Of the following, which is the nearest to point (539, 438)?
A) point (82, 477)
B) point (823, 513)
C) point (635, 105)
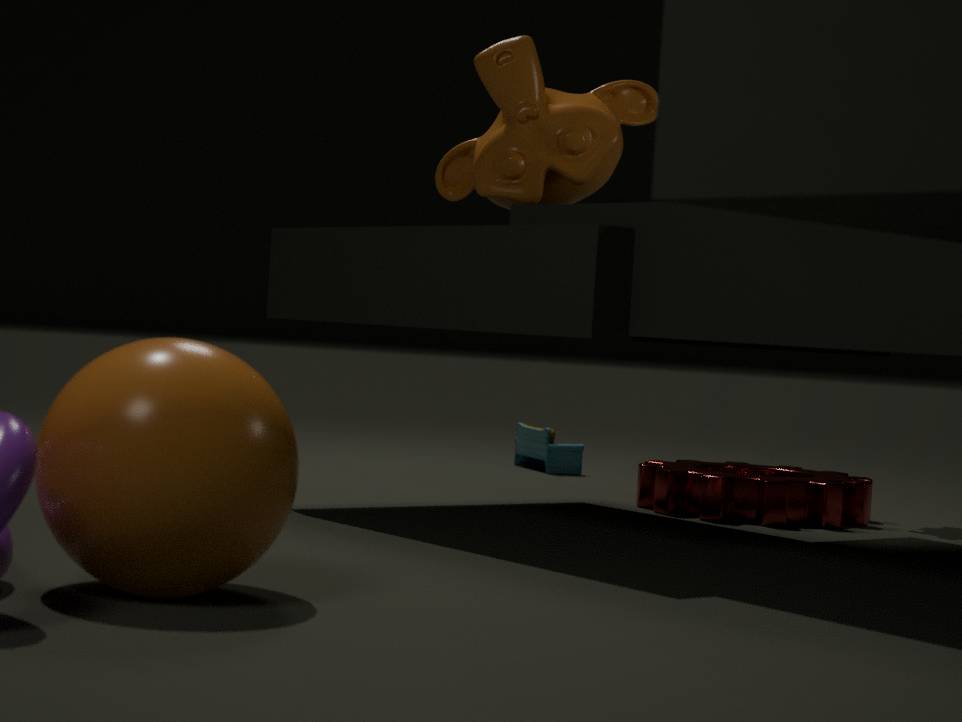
point (823, 513)
